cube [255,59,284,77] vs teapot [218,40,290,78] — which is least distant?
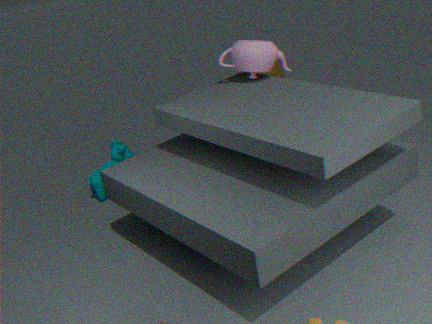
teapot [218,40,290,78]
